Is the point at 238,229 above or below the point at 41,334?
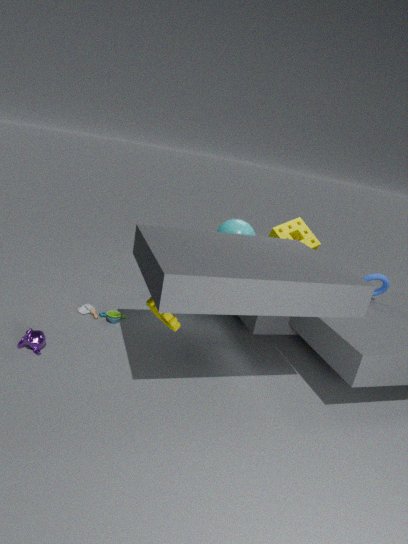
above
